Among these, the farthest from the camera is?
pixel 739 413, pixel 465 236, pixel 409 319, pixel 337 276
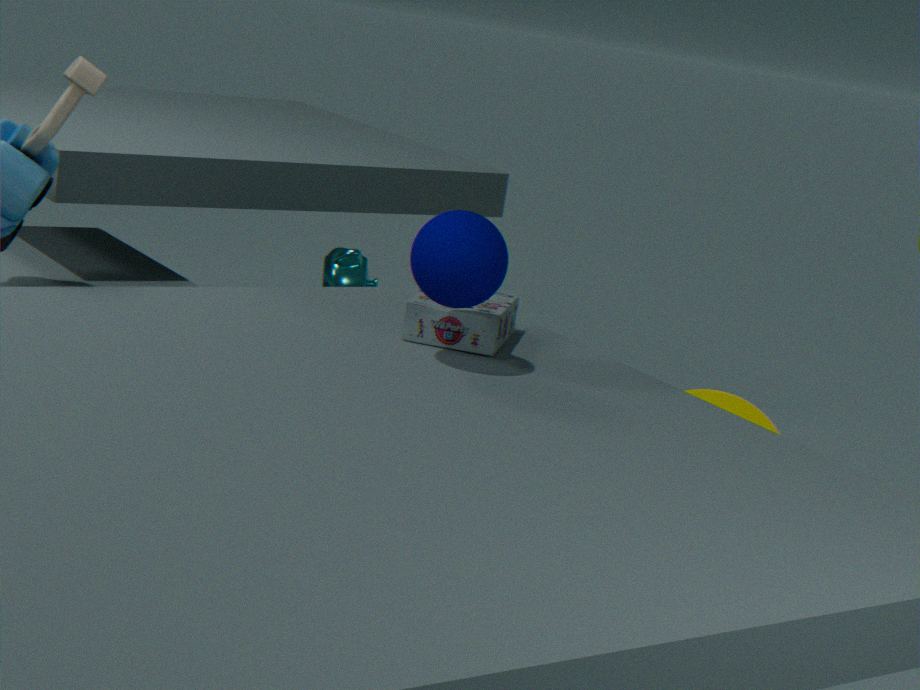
pixel 739 413
